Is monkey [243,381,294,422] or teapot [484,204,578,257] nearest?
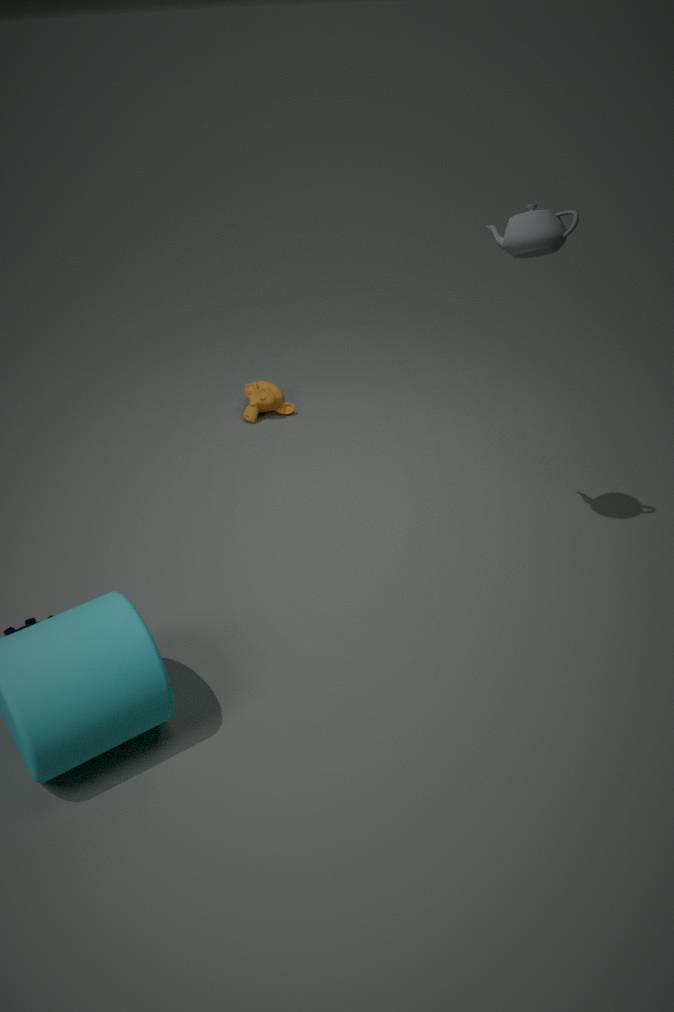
teapot [484,204,578,257]
